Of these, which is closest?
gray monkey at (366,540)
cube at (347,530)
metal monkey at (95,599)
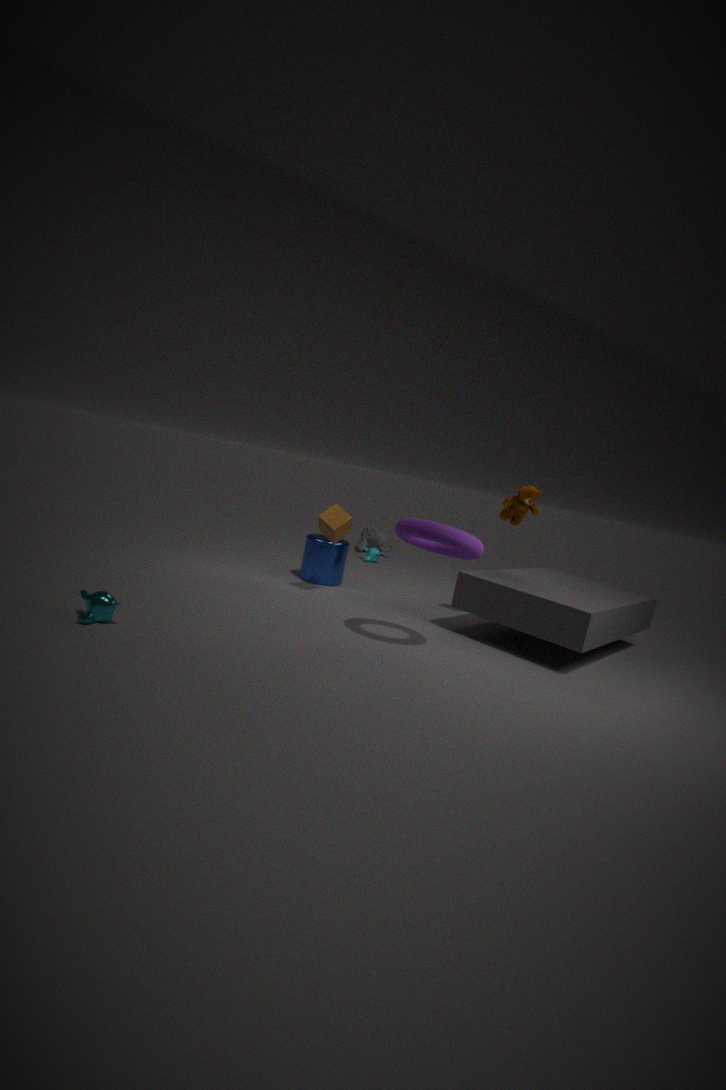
metal monkey at (95,599)
